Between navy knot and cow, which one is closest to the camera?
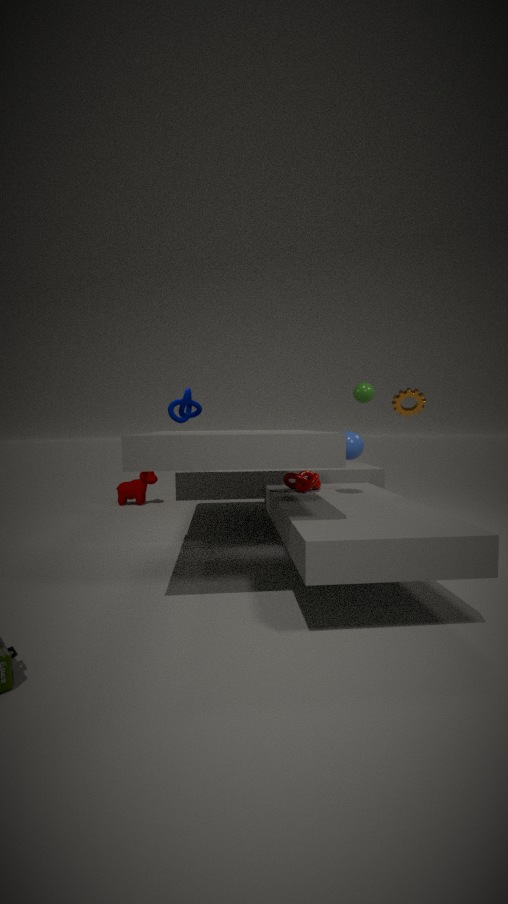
navy knot
